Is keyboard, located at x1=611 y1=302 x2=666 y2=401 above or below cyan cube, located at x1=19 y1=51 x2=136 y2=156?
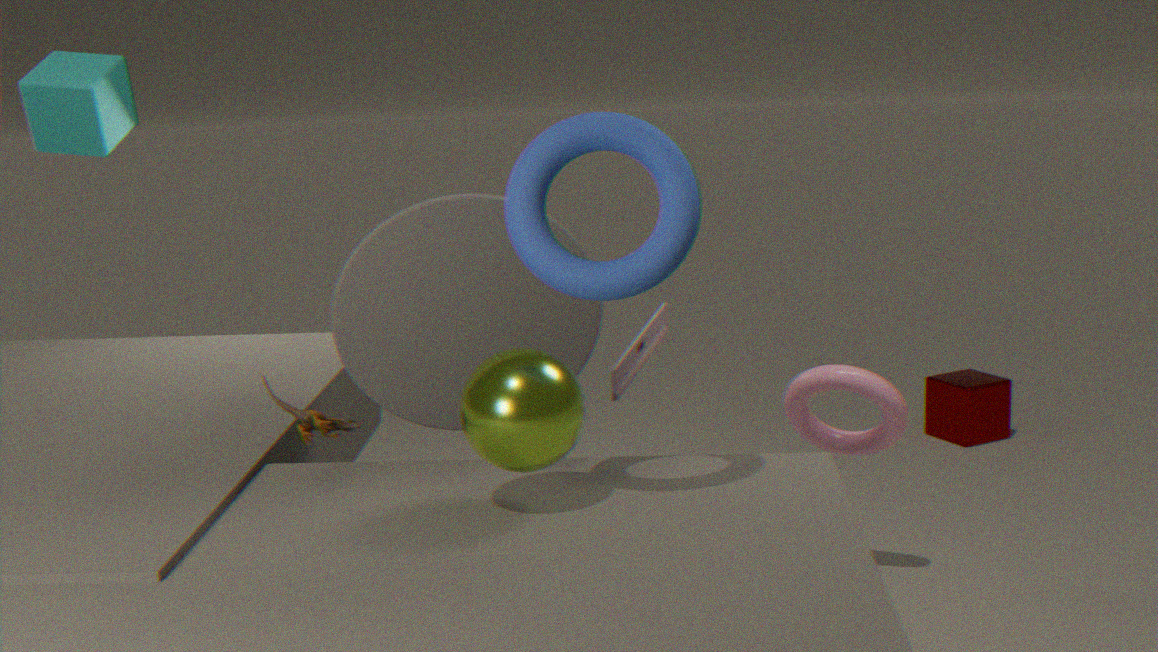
below
